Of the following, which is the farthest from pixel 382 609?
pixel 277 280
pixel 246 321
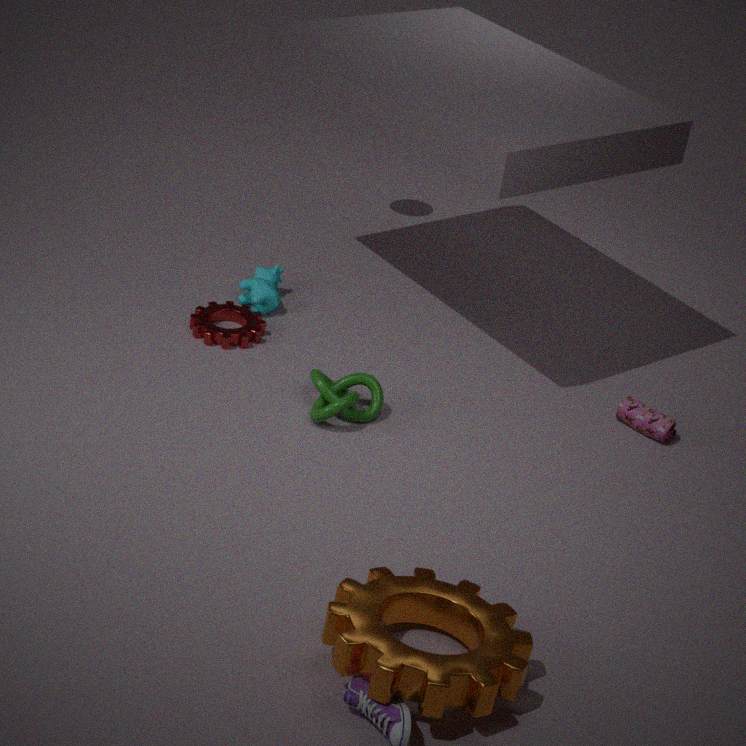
pixel 277 280
